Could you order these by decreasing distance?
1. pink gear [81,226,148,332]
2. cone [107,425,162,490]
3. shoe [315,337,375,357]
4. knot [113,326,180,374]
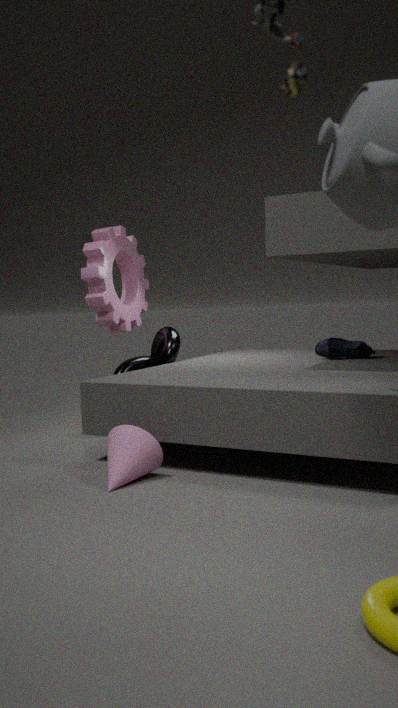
knot [113,326,180,374] → pink gear [81,226,148,332] → shoe [315,337,375,357] → cone [107,425,162,490]
